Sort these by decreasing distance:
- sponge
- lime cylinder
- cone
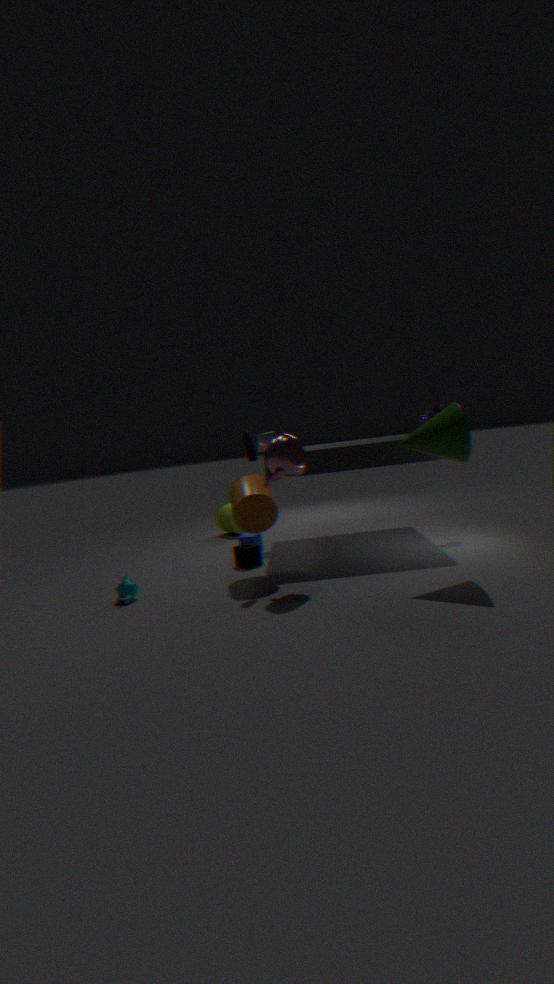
lime cylinder, sponge, cone
